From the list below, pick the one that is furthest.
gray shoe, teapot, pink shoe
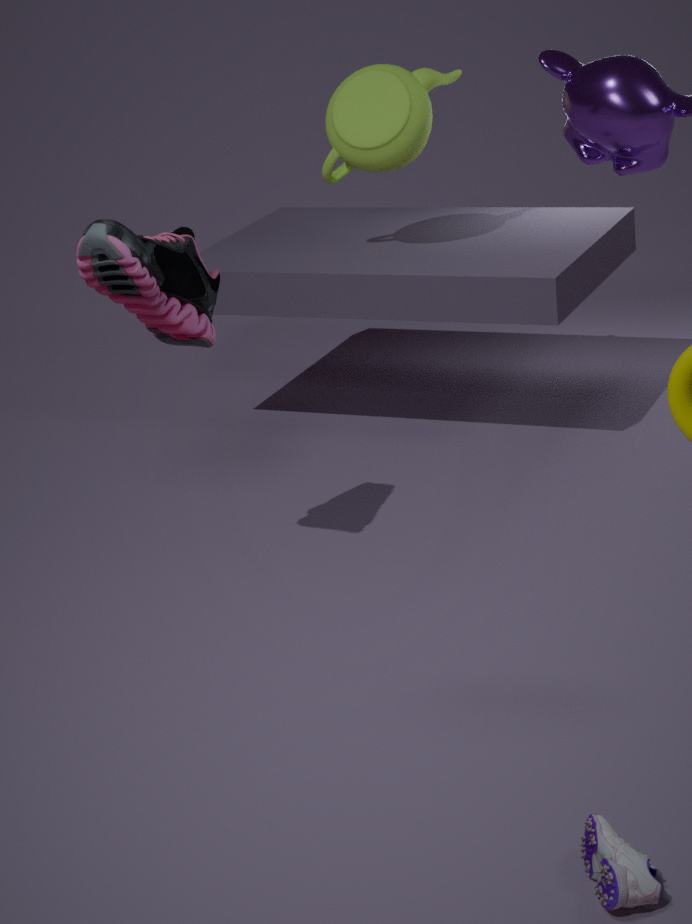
teapot
